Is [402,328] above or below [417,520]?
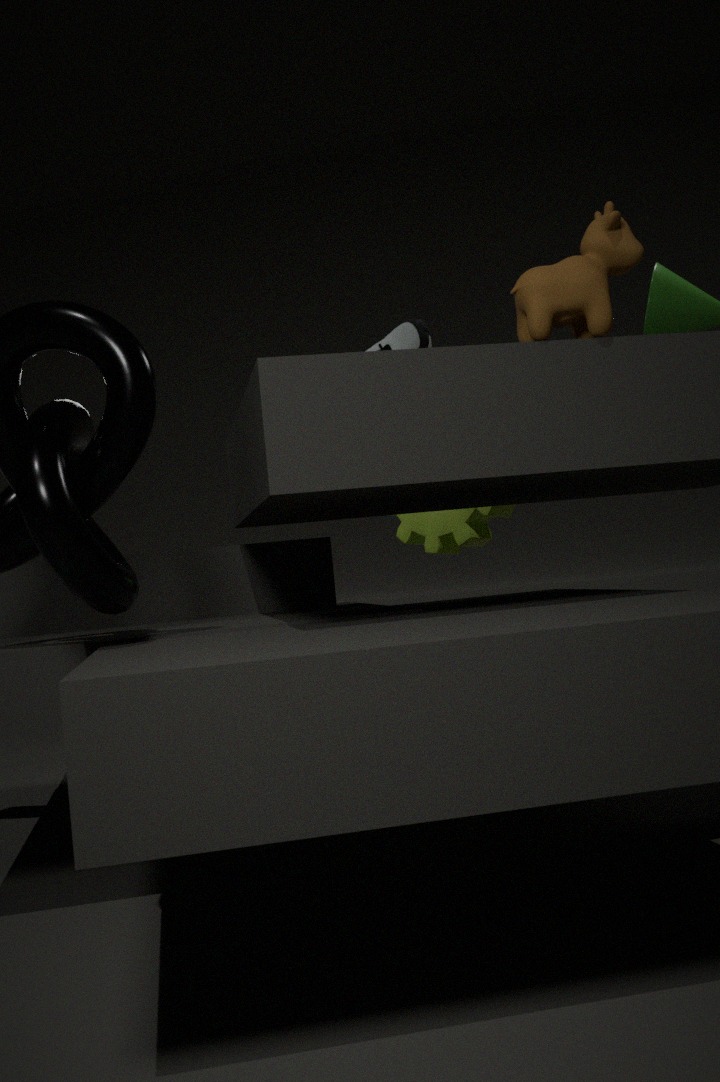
above
